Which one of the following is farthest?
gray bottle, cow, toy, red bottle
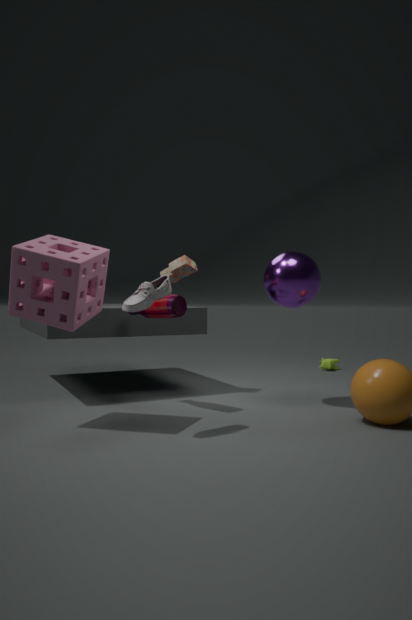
cow
